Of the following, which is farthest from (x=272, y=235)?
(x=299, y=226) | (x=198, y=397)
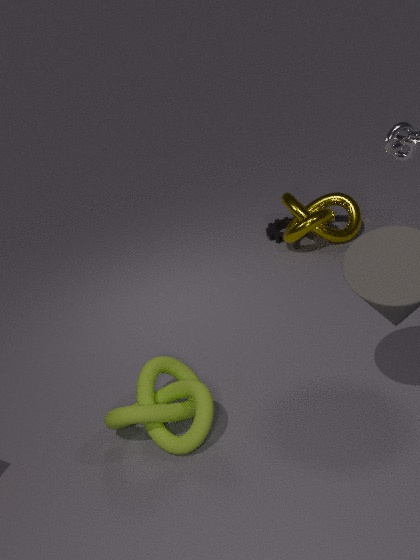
(x=198, y=397)
